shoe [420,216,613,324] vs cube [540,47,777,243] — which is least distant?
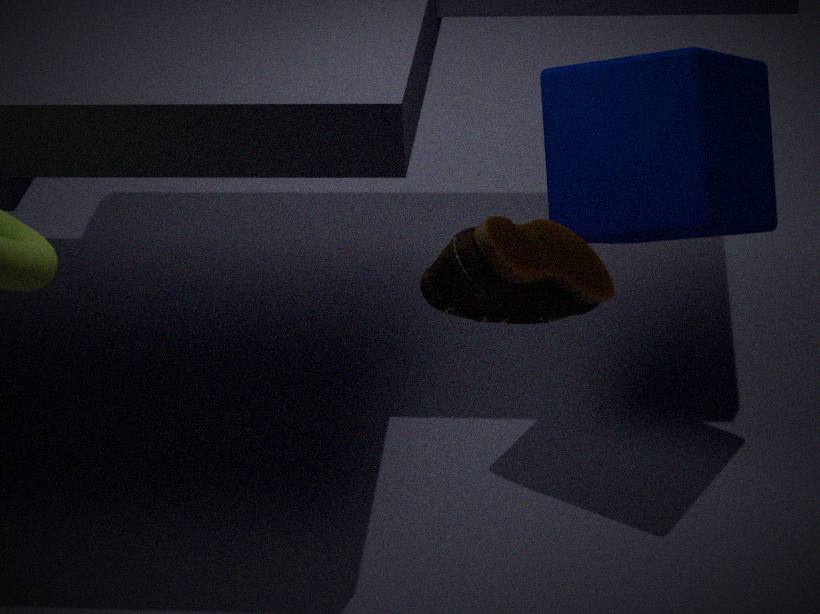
shoe [420,216,613,324]
